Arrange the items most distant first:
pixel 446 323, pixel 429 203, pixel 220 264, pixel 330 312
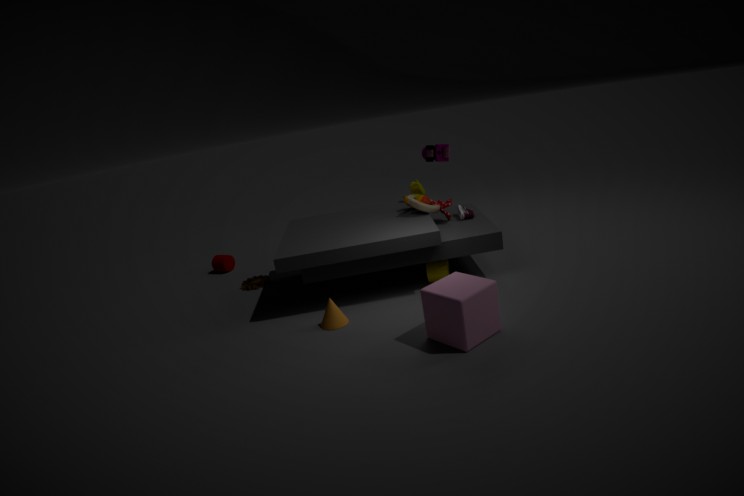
pixel 220 264 < pixel 429 203 < pixel 330 312 < pixel 446 323
